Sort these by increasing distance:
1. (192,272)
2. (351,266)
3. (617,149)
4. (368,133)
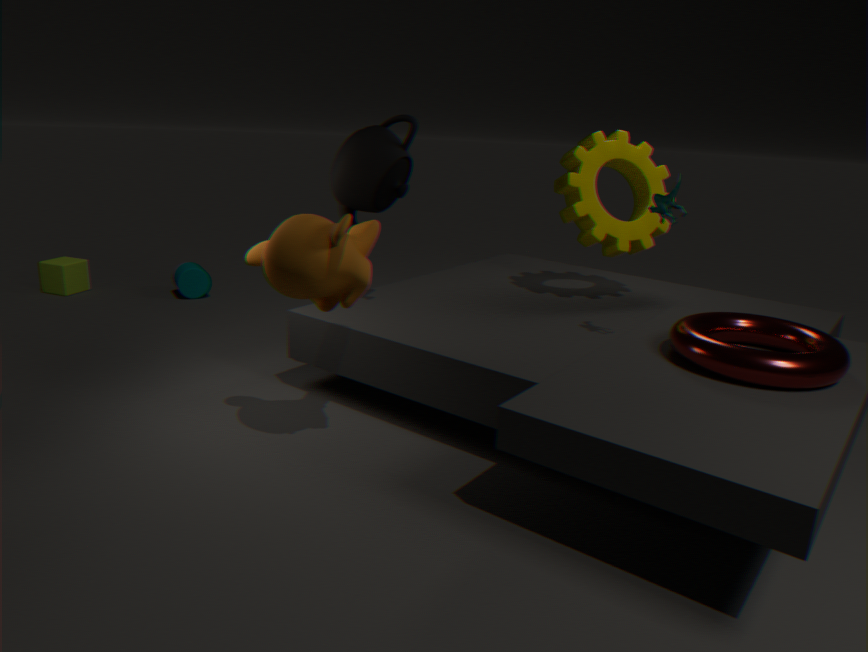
Result: (351,266) < (368,133) < (617,149) < (192,272)
